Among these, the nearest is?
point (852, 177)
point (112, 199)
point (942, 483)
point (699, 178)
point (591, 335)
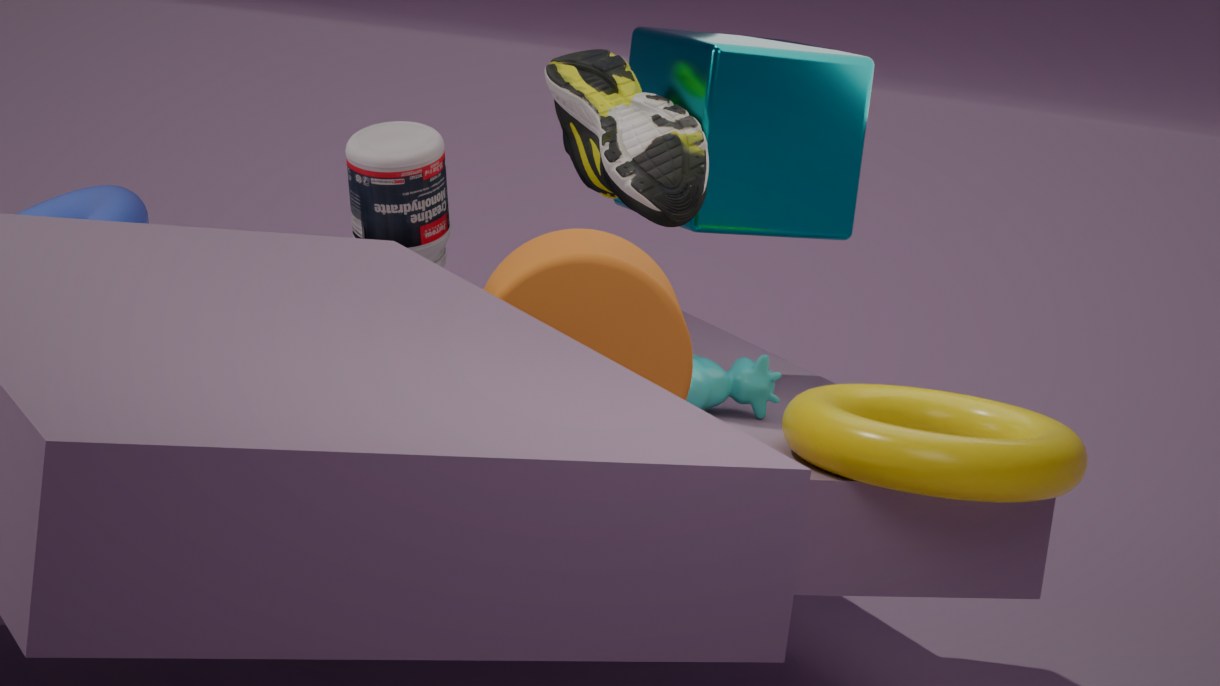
point (591, 335)
